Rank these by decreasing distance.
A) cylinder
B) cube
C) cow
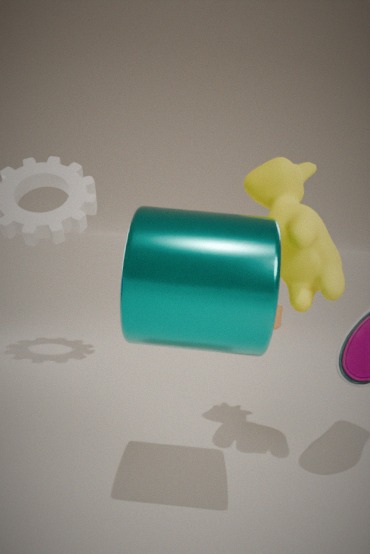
cube → cow → cylinder
